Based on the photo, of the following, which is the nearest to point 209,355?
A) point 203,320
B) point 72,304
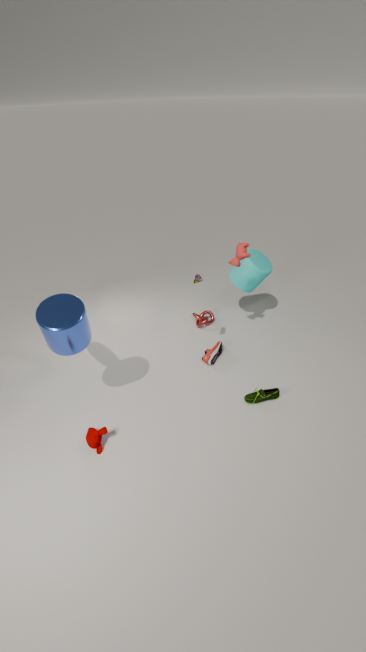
point 203,320
